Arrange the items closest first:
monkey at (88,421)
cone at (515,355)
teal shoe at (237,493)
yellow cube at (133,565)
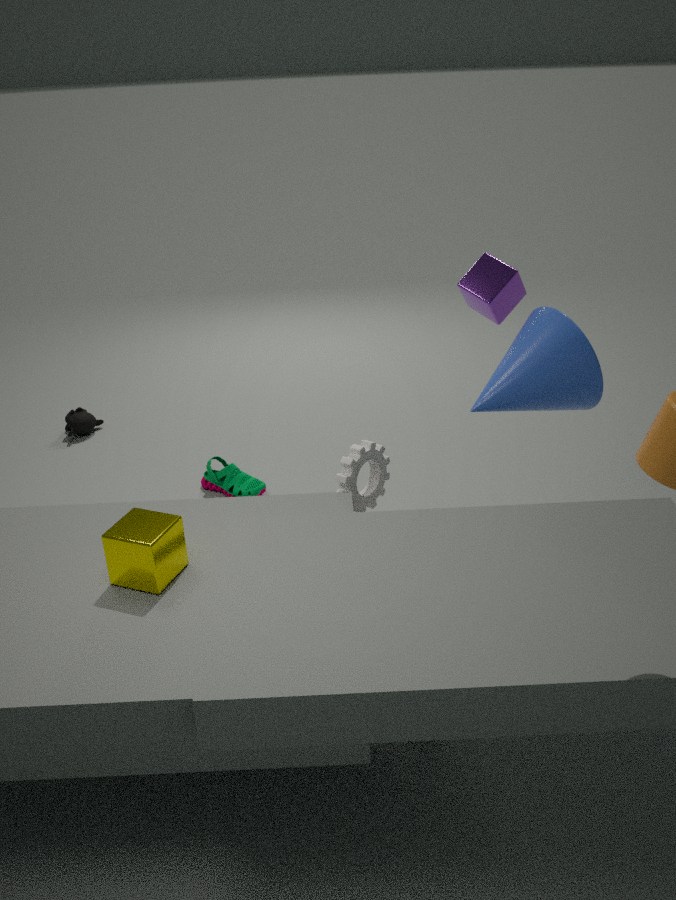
1. yellow cube at (133,565)
2. cone at (515,355)
3. teal shoe at (237,493)
4. monkey at (88,421)
